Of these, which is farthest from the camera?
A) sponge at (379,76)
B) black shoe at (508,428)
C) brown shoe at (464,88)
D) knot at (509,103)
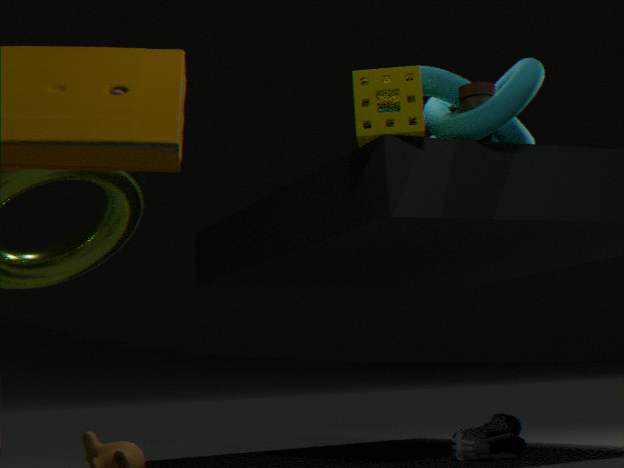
black shoe at (508,428)
